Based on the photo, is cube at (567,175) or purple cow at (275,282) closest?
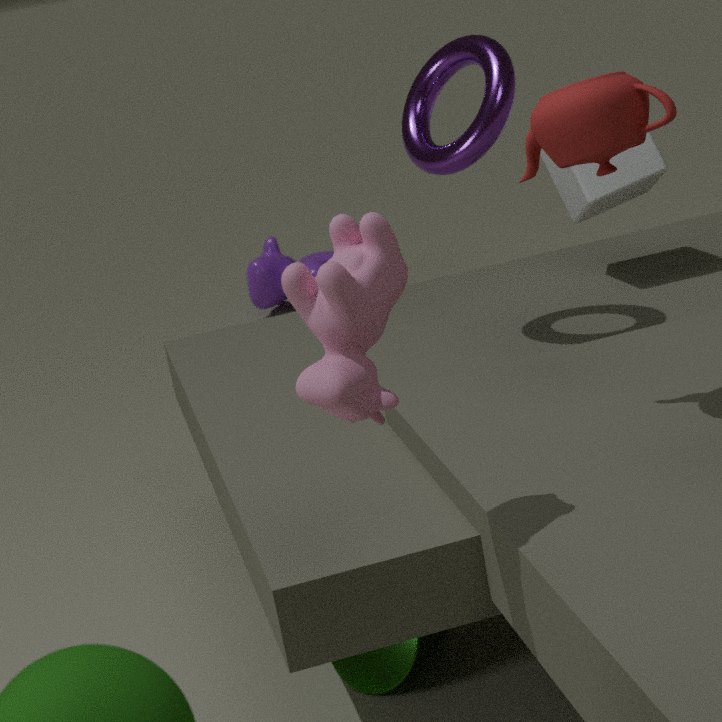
cube at (567,175)
